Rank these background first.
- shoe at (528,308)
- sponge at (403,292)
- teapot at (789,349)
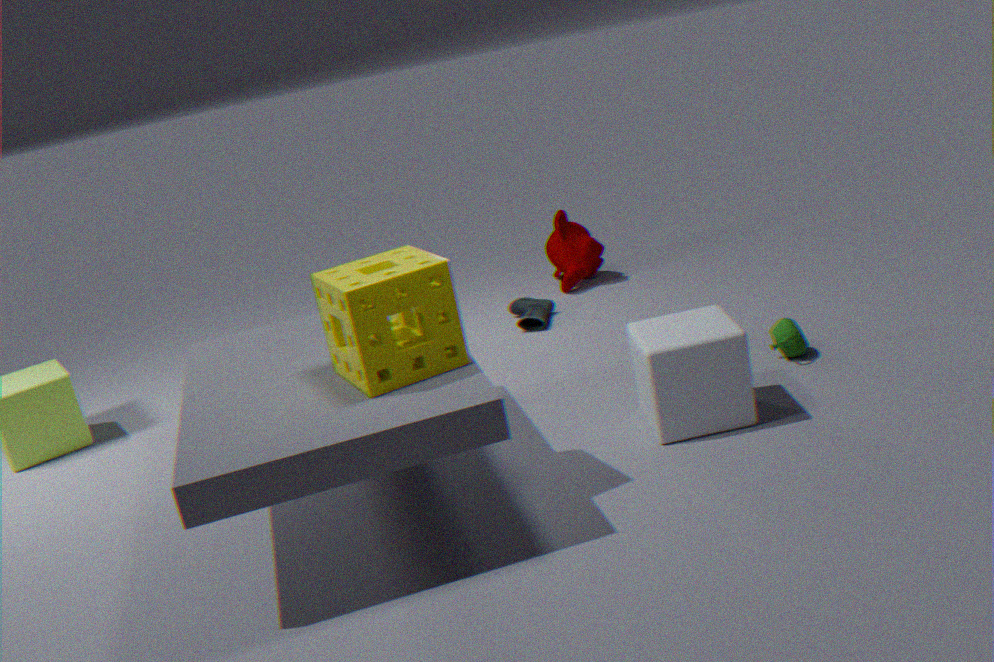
1. shoe at (528,308)
2. teapot at (789,349)
3. sponge at (403,292)
